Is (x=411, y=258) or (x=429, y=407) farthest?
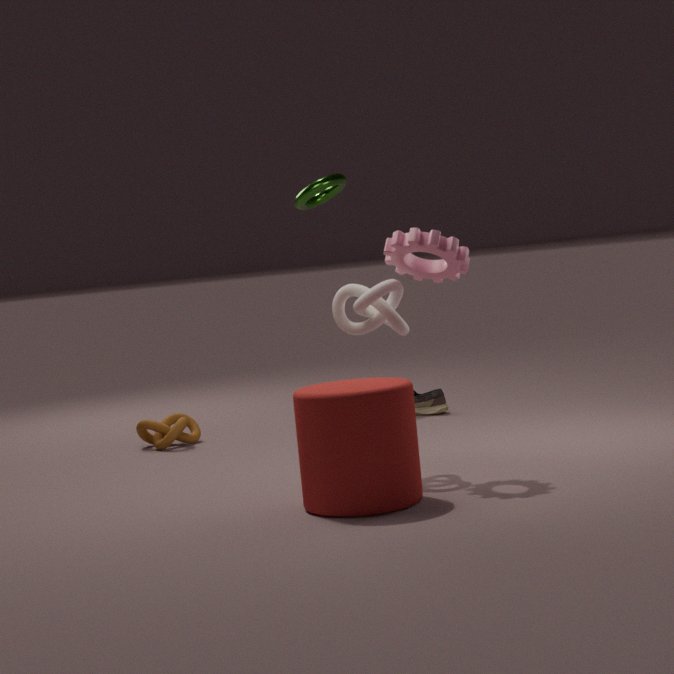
(x=429, y=407)
